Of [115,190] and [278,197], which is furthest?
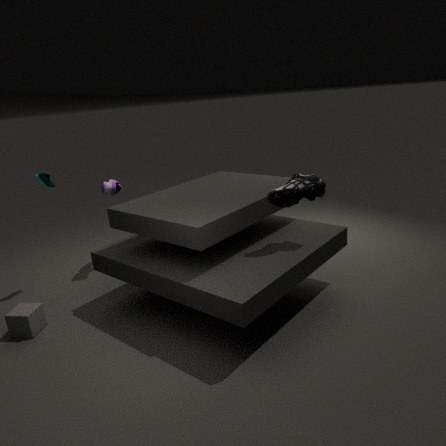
[115,190]
